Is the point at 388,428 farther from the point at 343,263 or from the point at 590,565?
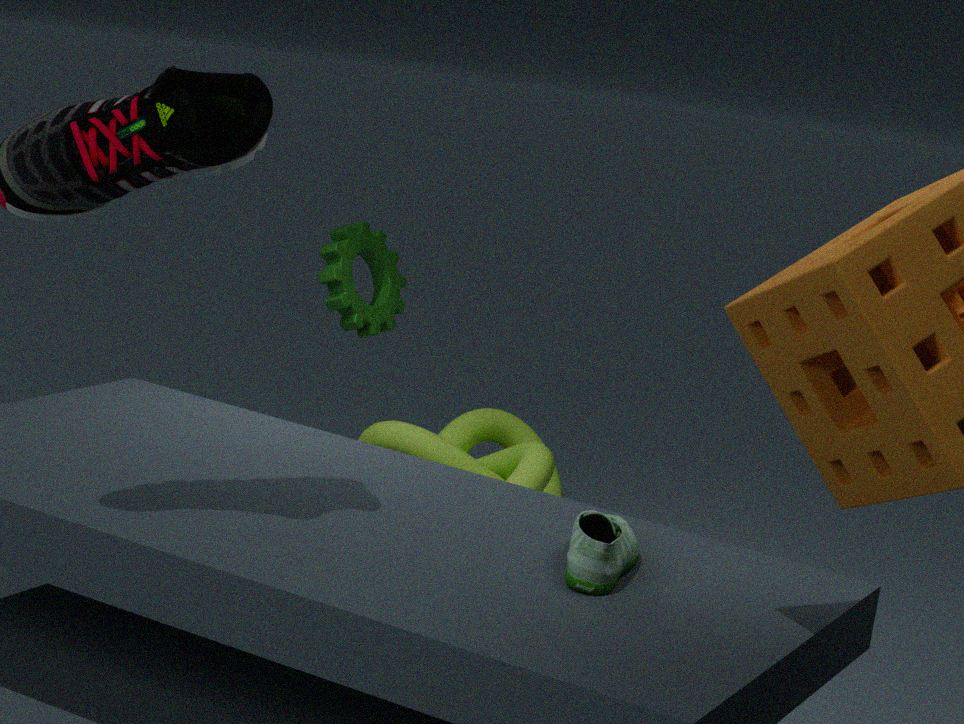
the point at 590,565
